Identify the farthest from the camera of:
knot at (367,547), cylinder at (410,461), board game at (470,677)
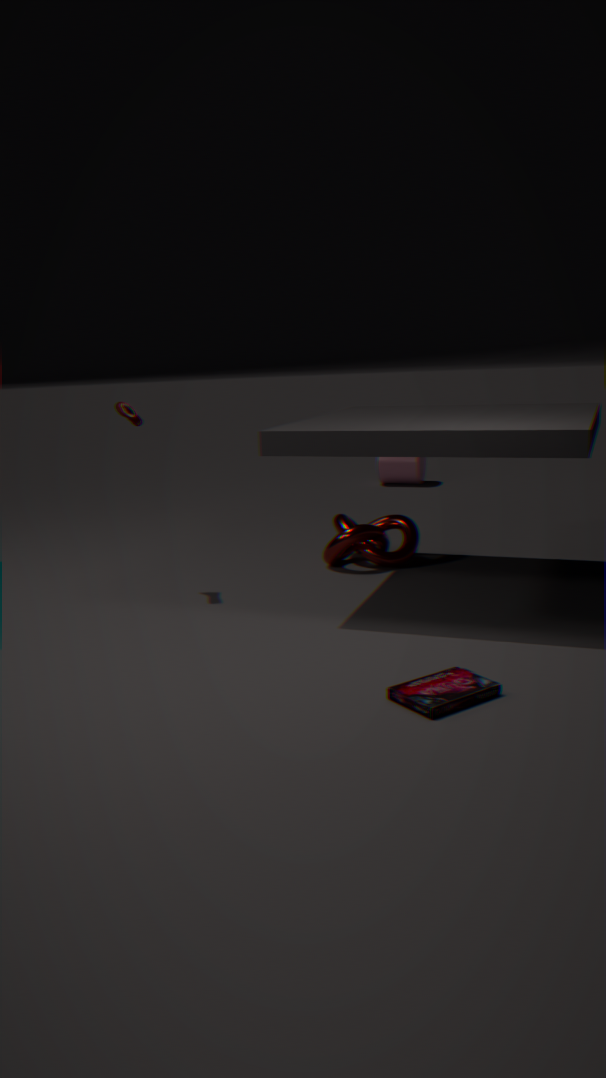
cylinder at (410,461)
